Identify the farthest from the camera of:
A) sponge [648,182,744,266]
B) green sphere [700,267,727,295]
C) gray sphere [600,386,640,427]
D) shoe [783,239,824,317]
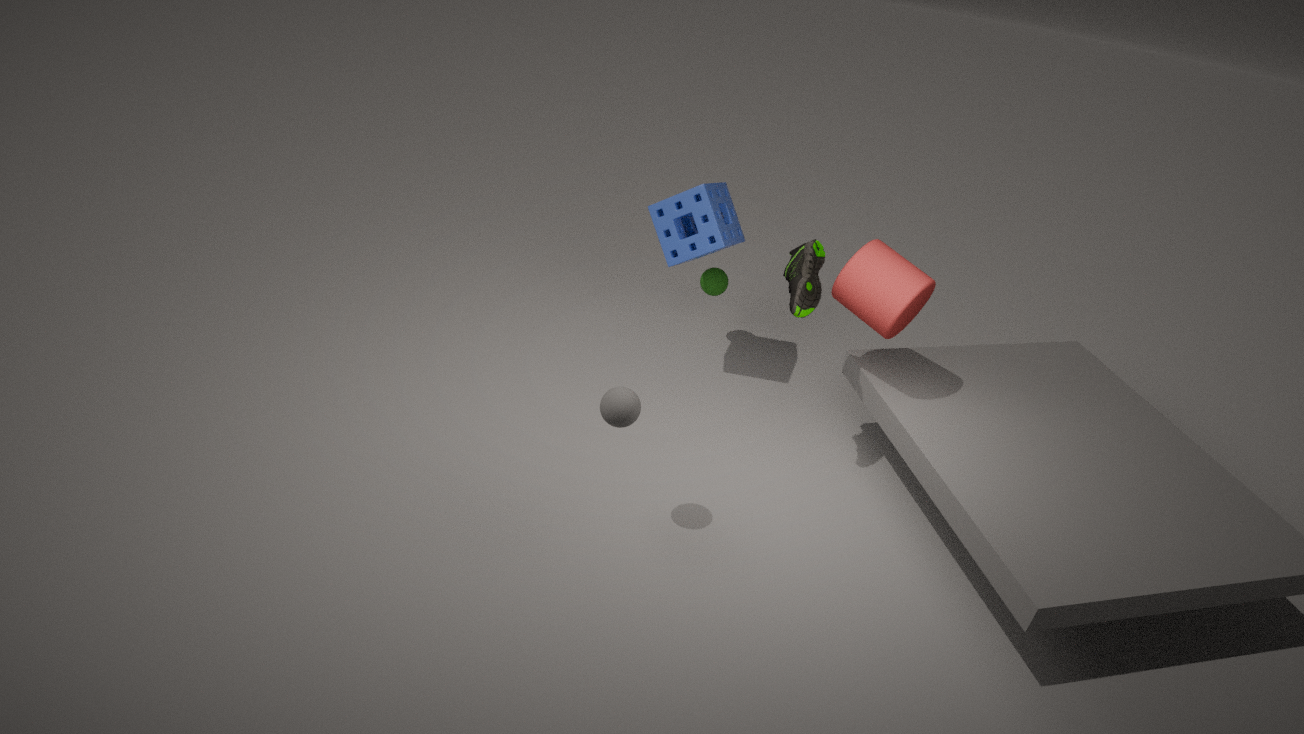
green sphere [700,267,727,295]
